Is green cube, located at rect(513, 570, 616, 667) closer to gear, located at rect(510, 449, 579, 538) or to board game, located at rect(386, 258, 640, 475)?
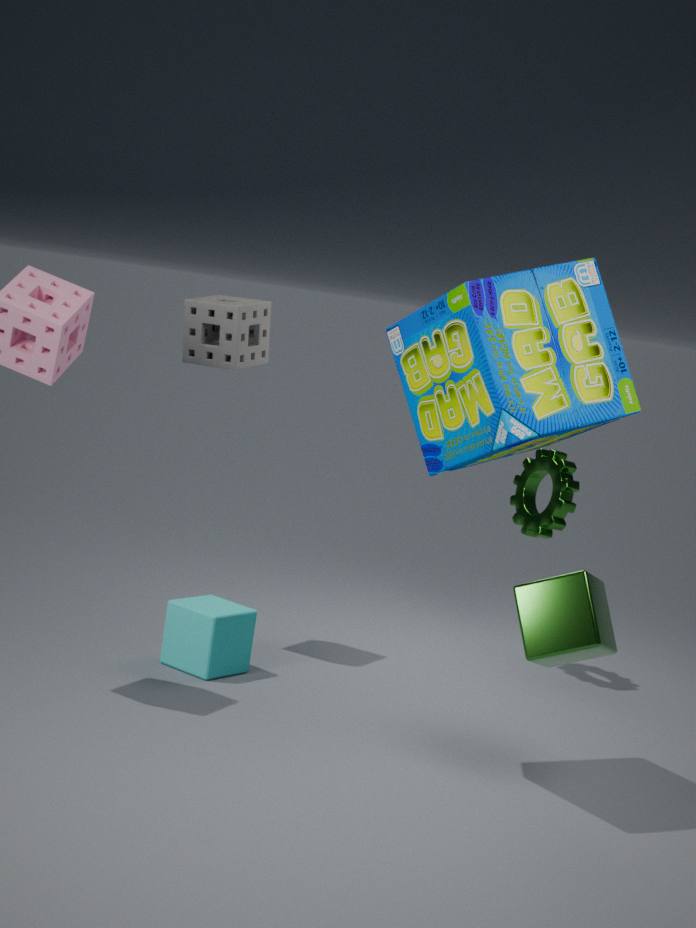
board game, located at rect(386, 258, 640, 475)
